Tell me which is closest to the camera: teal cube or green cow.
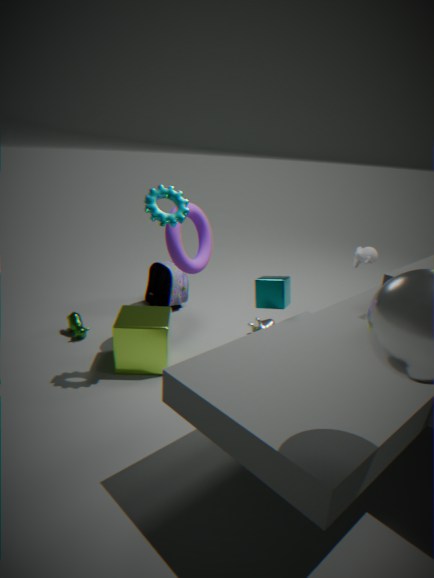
teal cube
